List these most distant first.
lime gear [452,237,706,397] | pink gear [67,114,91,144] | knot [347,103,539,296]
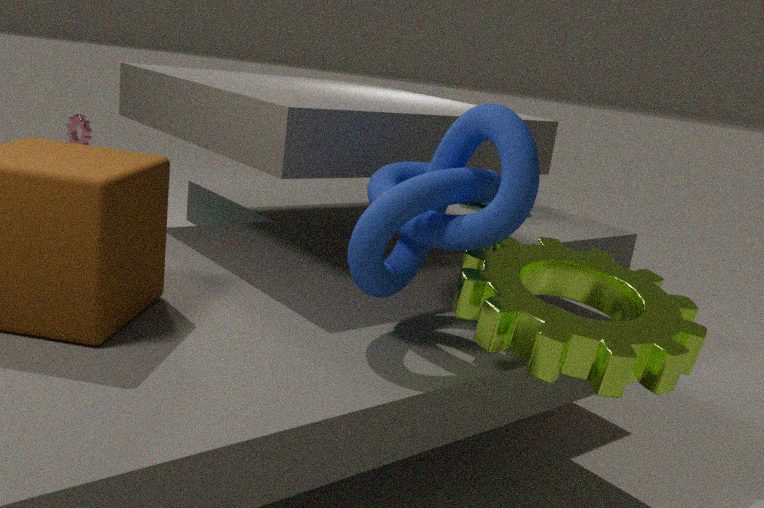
pink gear [67,114,91,144] < knot [347,103,539,296] < lime gear [452,237,706,397]
